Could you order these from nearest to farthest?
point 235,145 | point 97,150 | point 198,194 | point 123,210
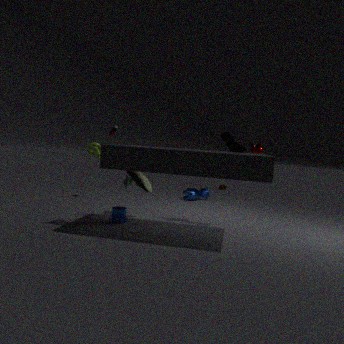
point 97,150, point 123,210, point 235,145, point 198,194
